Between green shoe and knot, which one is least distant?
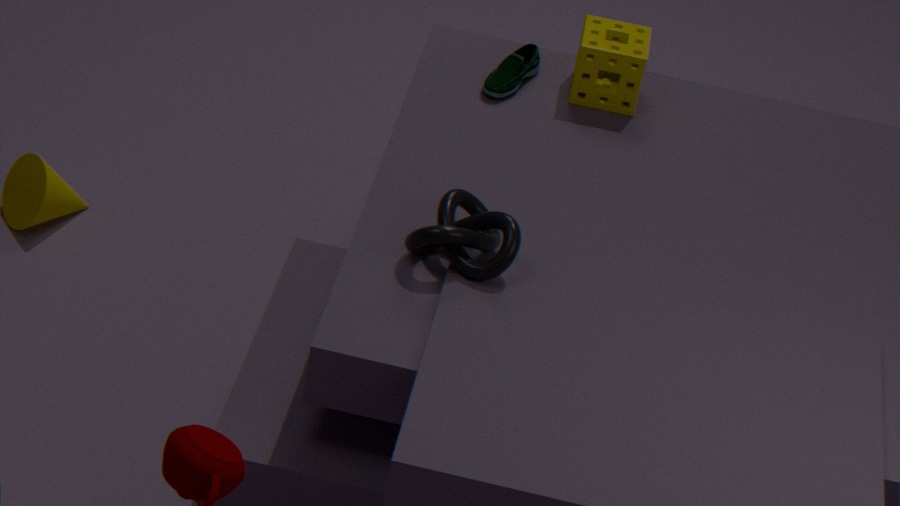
knot
